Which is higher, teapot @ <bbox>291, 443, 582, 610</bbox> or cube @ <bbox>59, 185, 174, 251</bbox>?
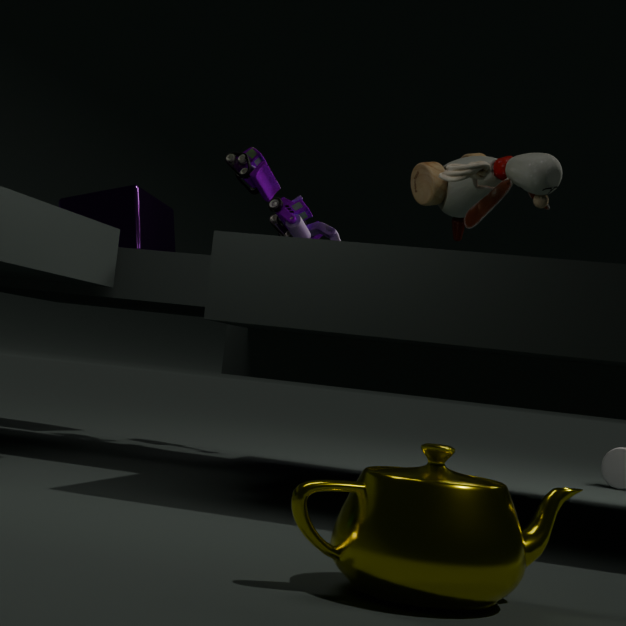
cube @ <bbox>59, 185, 174, 251</bbox>
